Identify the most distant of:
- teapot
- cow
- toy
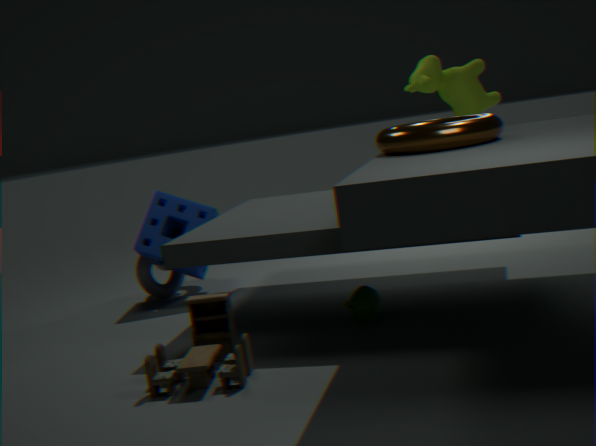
cow
